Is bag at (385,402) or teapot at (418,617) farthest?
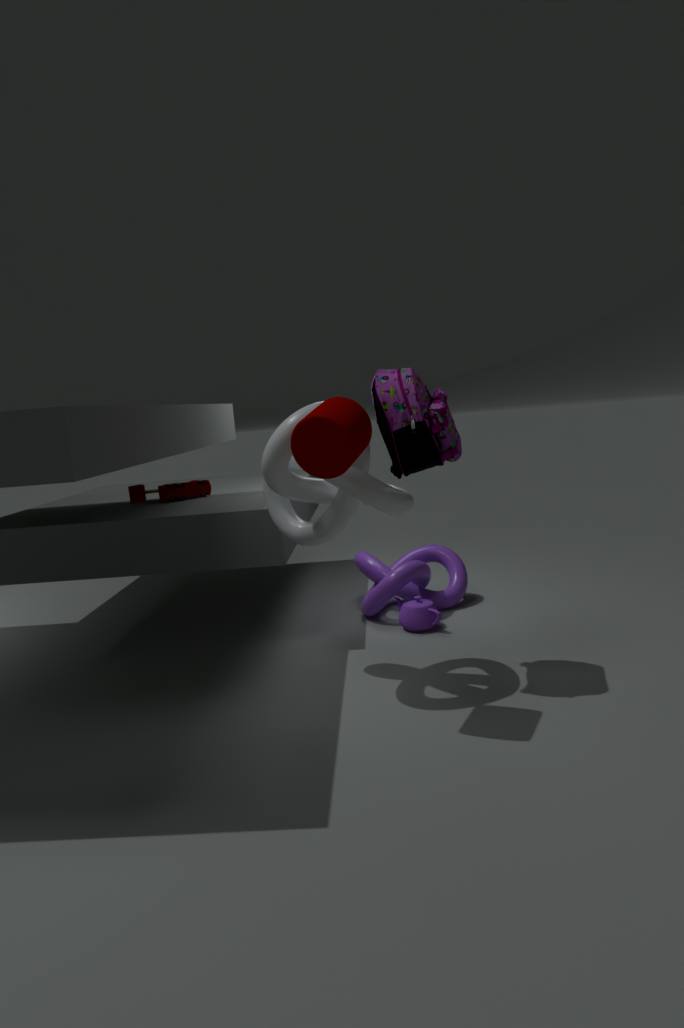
teapot at (418,617)
